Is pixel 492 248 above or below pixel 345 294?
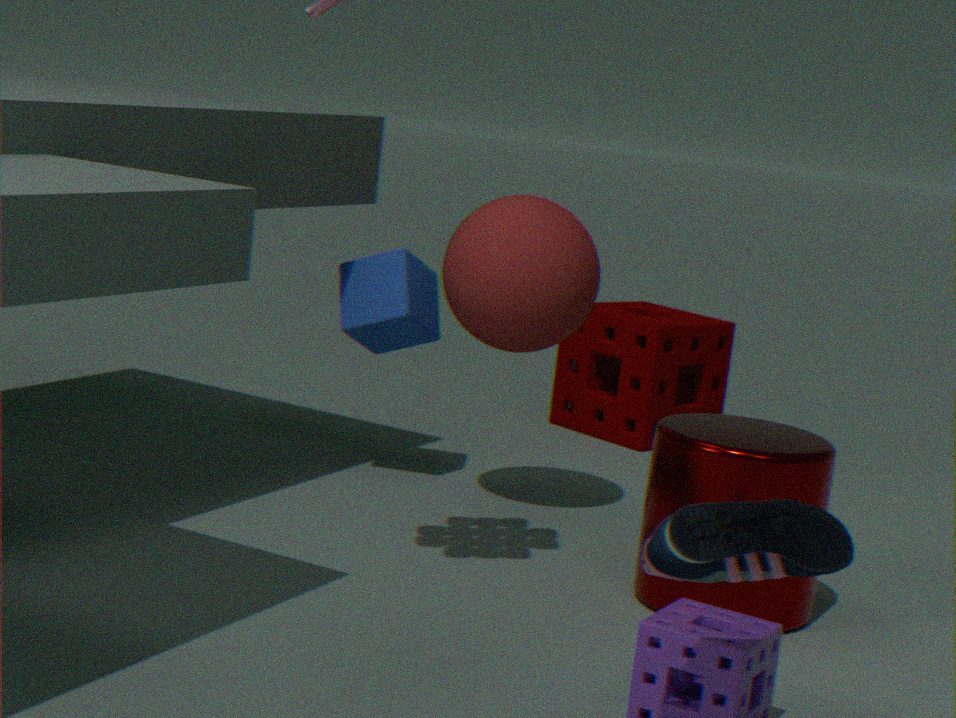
above
